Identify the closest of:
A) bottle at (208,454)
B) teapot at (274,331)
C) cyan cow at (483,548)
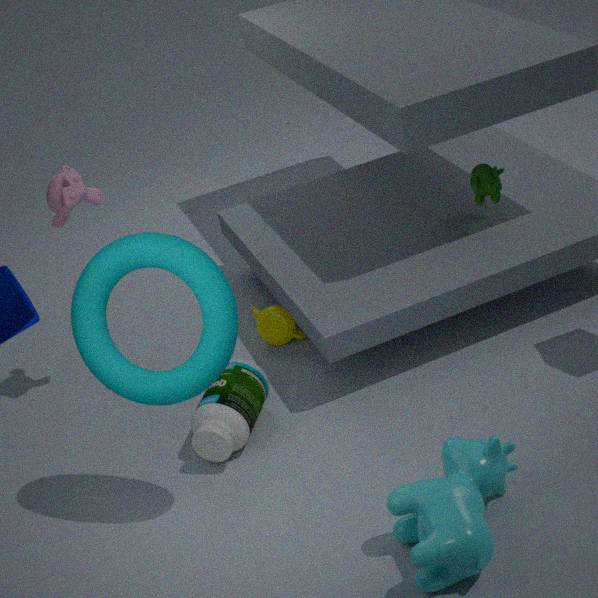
cyan cow at (483,548)
